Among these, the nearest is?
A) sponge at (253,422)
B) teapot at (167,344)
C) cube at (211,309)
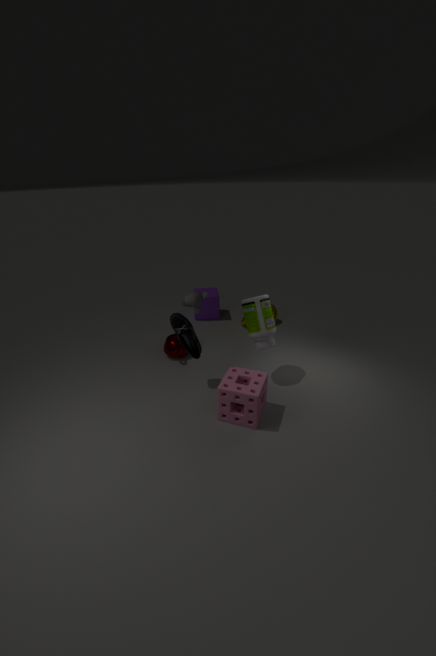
sponge at (253,422)
